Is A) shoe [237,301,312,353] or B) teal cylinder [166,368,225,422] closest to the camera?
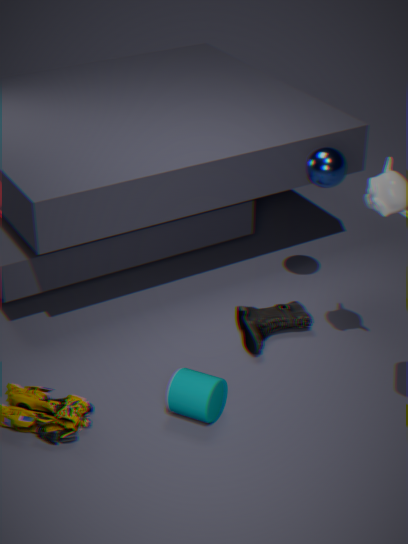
B. teal cylinder [166,368,225,422]
